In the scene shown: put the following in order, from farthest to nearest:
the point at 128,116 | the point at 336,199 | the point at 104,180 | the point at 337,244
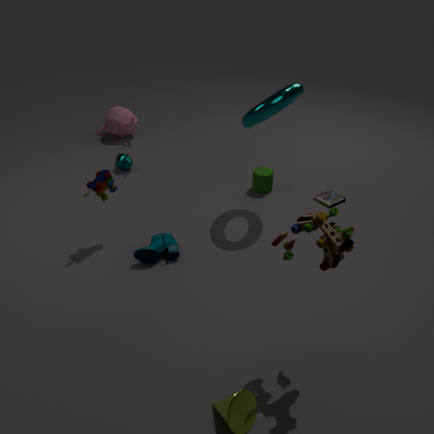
the point at 128,116 → the point at 336,199 → the point at 104,180 → the point at 337,244
